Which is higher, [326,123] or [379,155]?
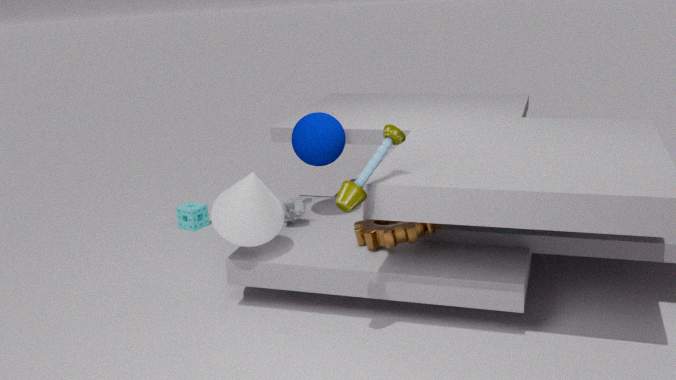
[379,155]
